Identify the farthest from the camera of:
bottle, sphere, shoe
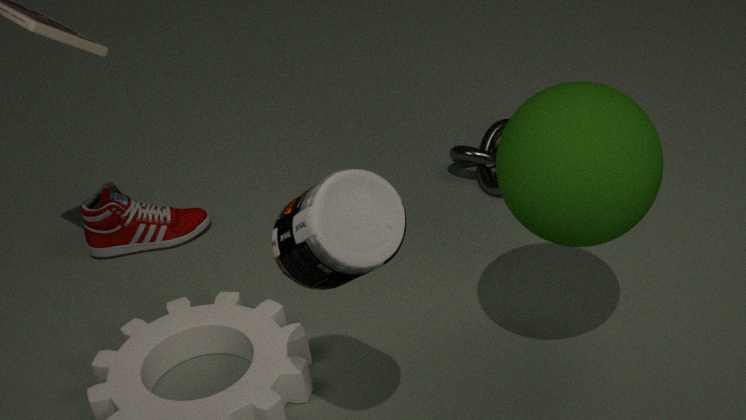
shoe
